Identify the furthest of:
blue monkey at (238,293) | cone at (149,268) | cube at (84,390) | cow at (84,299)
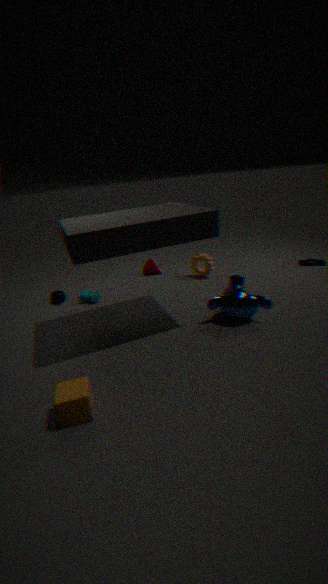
cone at (149,268)
